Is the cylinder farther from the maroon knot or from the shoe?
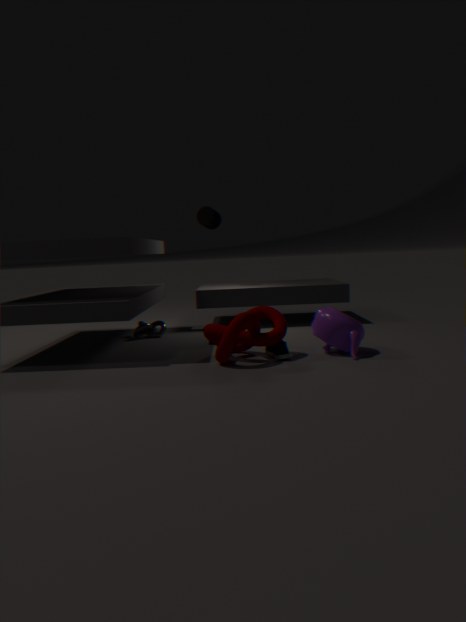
the shoe
